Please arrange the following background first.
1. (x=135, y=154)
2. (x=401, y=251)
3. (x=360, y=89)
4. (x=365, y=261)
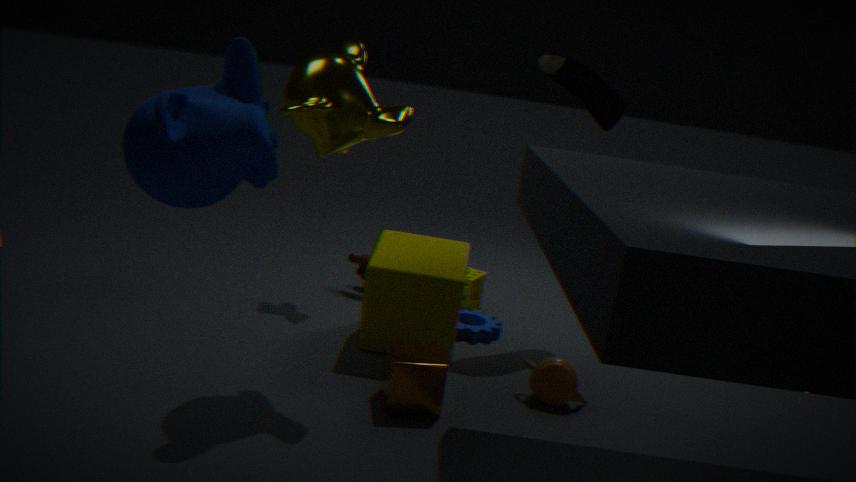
(x=365, y=261), (x=401, y=251), (x=360, y=89), (x=135, y=154)
